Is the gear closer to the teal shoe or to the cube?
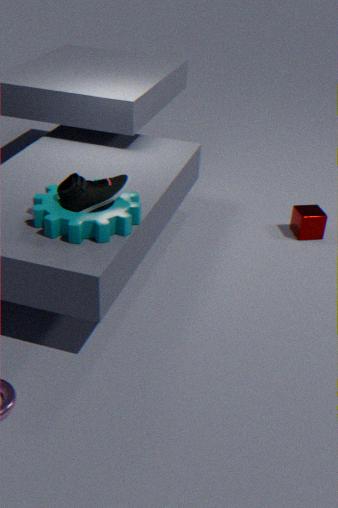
the teal shoe
